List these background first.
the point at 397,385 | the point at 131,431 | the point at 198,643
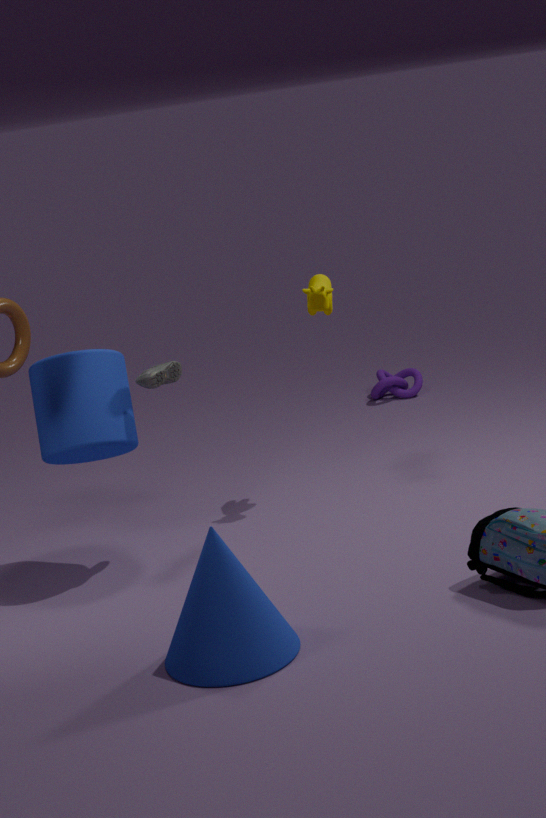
the point at 397,385 → the point at 131,431 → the point at 198,643
